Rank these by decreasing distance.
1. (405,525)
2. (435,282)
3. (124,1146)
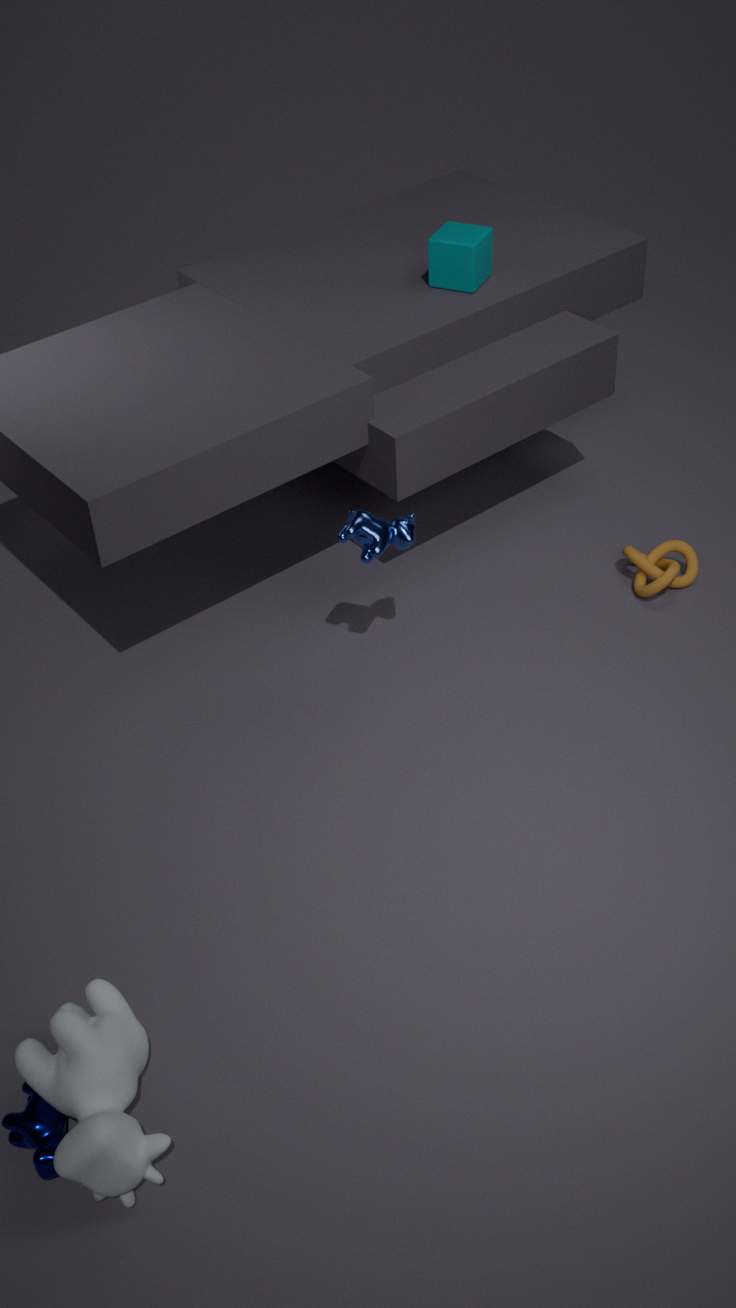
Answer: (435,282) → (405,525) → (124,1146)
